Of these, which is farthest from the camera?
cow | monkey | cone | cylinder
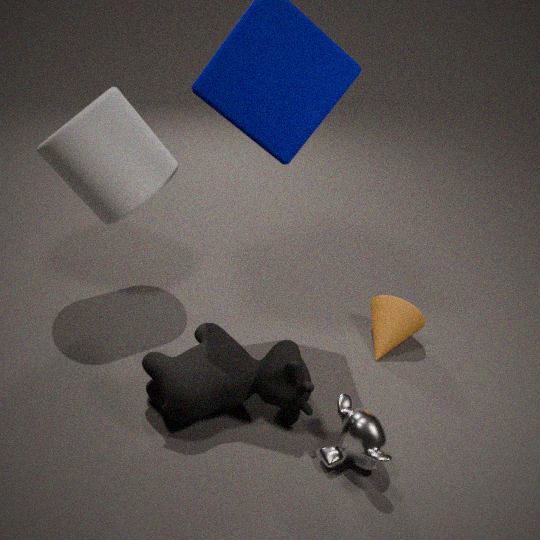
cone
